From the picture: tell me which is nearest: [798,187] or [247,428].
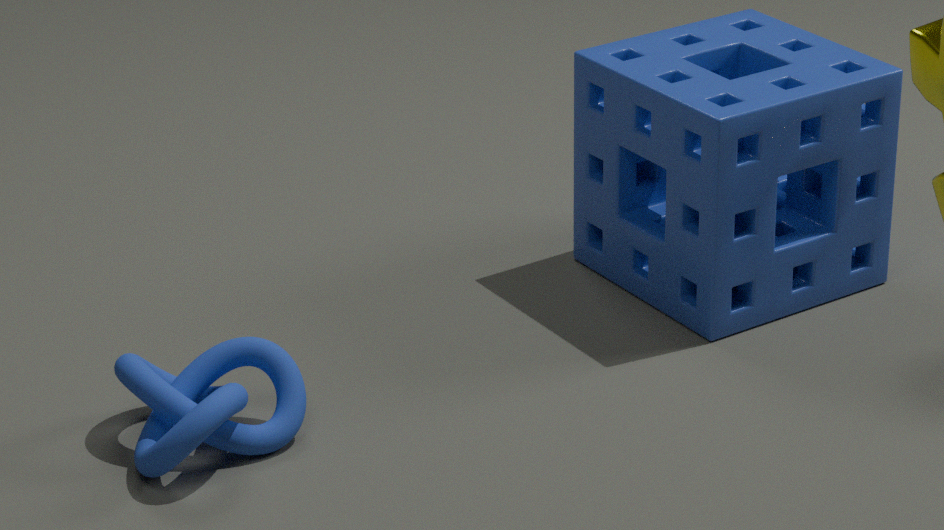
[247,428]
